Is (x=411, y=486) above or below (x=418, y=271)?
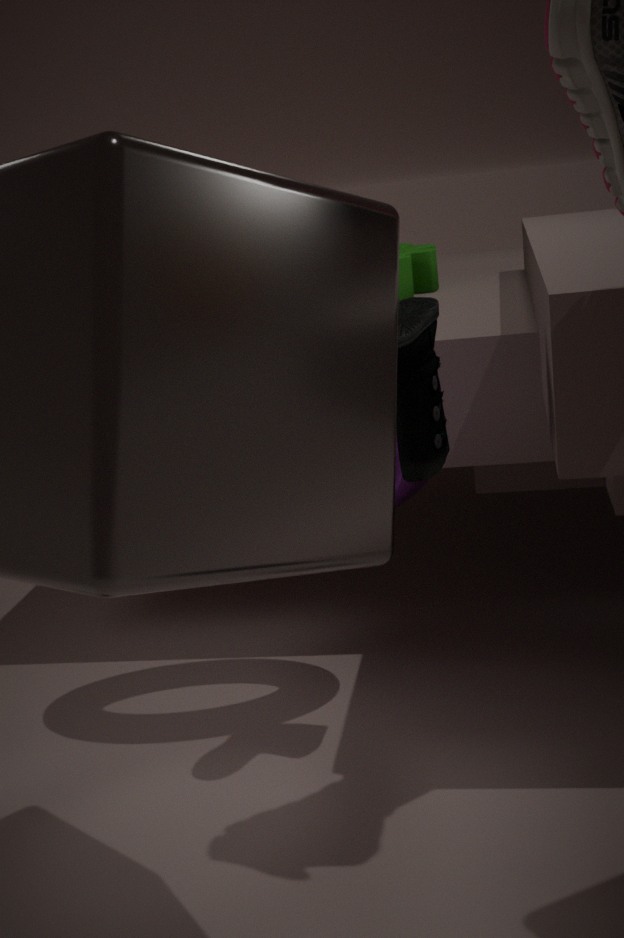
below
